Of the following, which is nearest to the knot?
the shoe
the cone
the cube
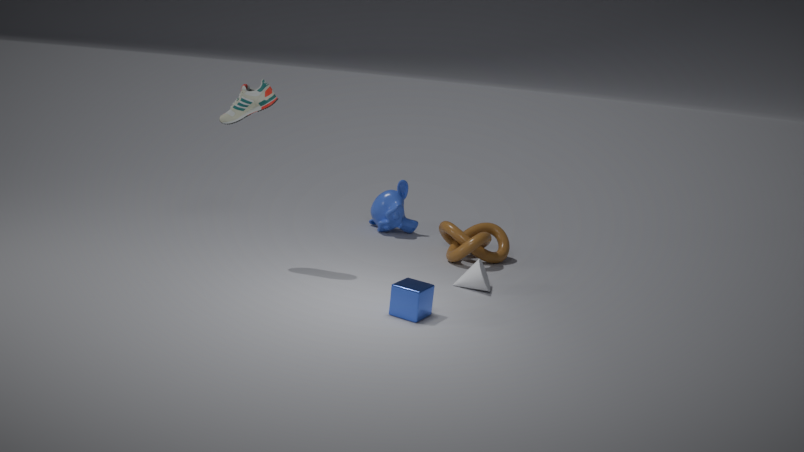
the cone
